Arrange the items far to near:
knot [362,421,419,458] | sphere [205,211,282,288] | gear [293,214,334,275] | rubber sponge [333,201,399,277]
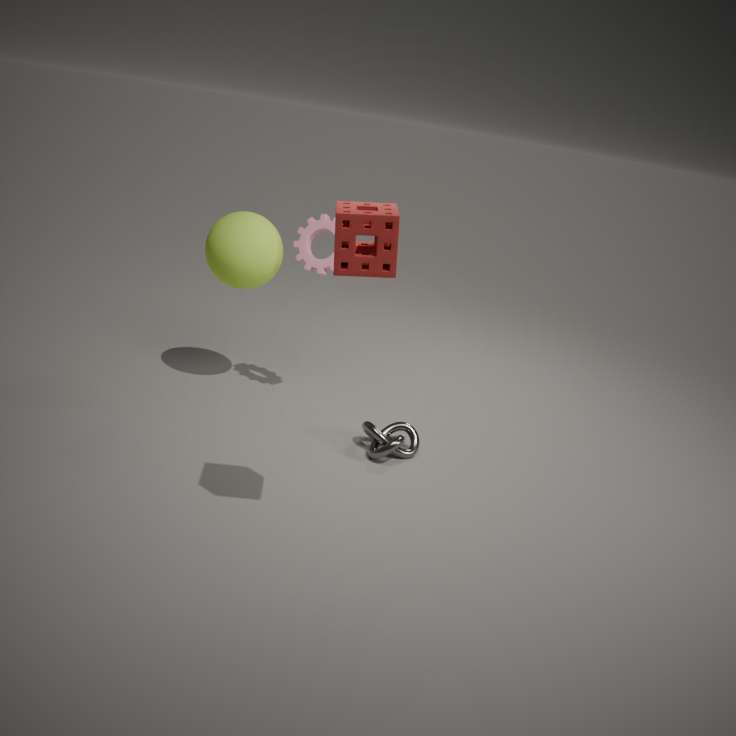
gear [293,214,334,275] → sphere [205,211,282,288] → knot [362,421,419,458] → rubber sponge [333,201,399,277]
